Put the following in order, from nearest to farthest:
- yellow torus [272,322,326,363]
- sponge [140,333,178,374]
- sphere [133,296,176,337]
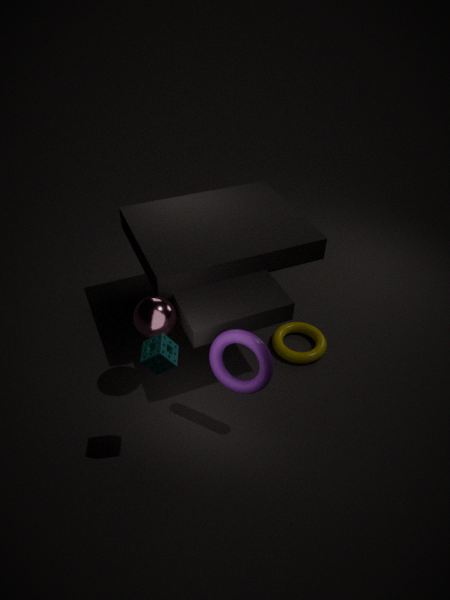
sponge [140,333,178,374] < sphere [133,296,176,337] < yellow torus [272,322,326,363]
